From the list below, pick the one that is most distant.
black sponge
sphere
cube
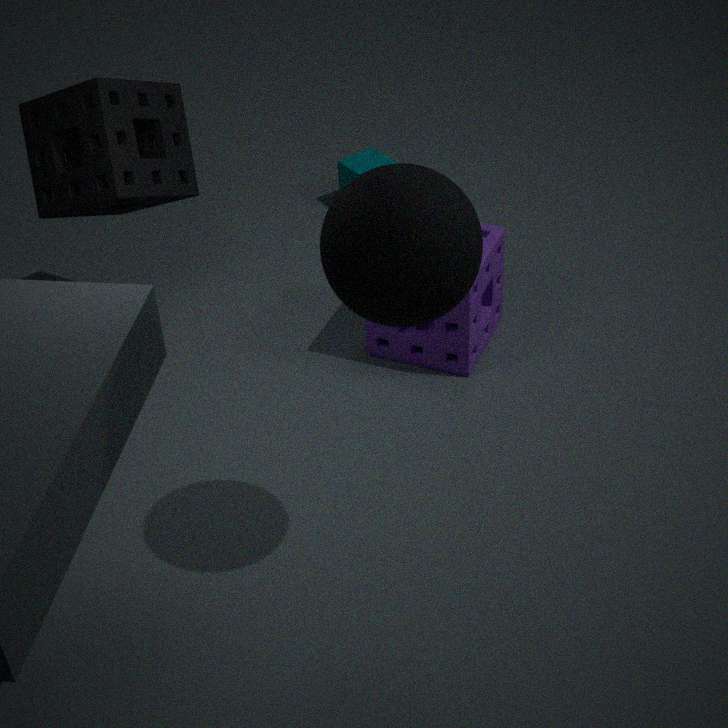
cube
